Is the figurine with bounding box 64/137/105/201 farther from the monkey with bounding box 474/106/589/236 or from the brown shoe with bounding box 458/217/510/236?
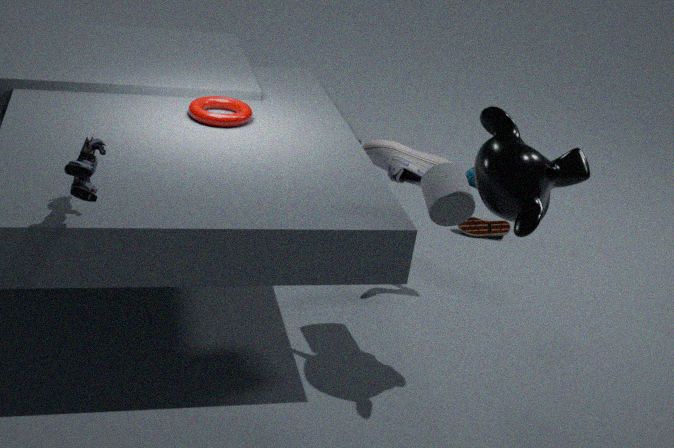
the brown shoe with bounding box 458/217/510/236
